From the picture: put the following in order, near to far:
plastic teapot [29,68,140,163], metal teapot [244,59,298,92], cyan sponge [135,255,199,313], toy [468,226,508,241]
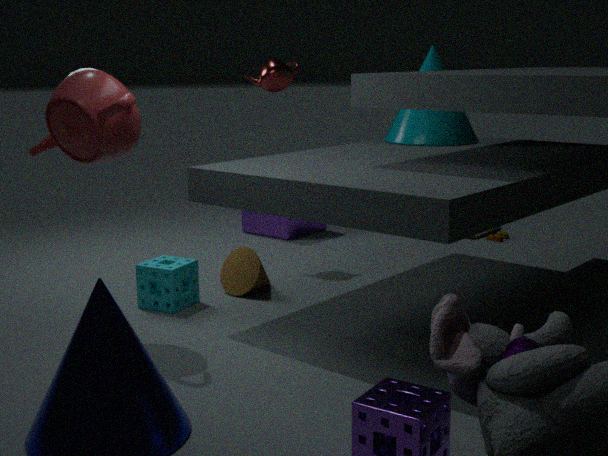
1. plastic teapot [29,68,140,163]
2. cyan sponge [135,255,199,313]
3. metal teapot [244,59,298,92]
4. toy [468,226,508,241]
